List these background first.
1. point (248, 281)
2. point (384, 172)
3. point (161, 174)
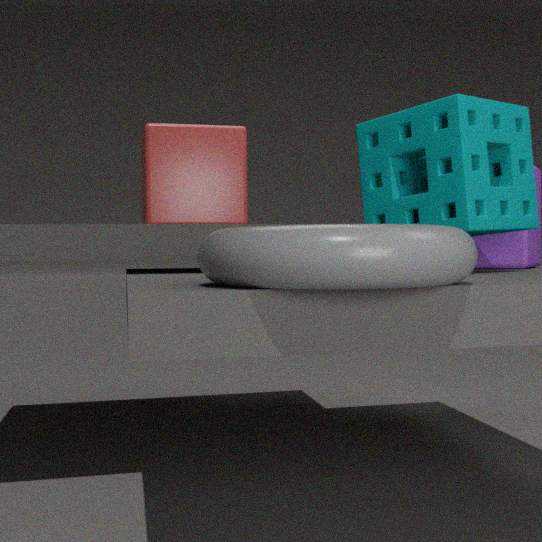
1. point (161, 174)
2. point (384, 172)
3. point (248, 281)
